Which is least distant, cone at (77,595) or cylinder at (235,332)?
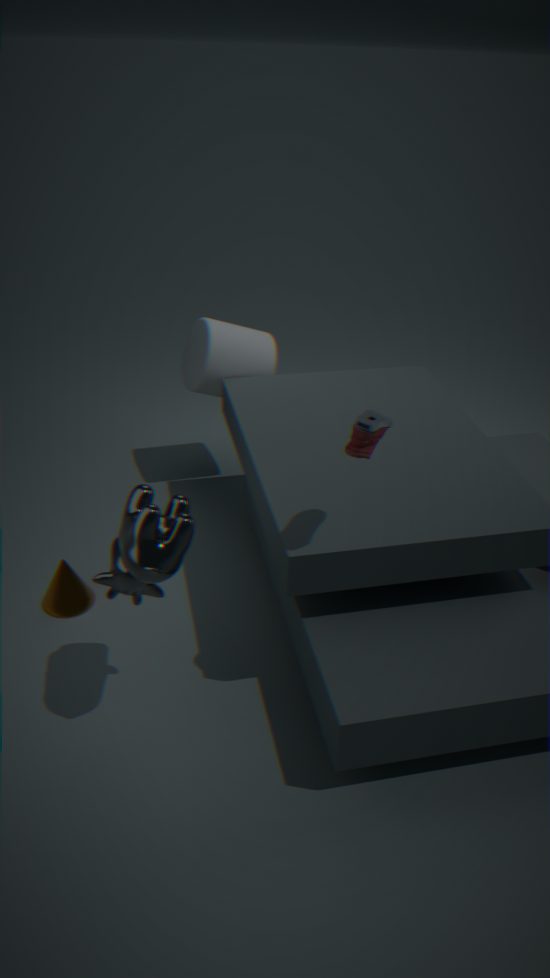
cone at (77,595)
